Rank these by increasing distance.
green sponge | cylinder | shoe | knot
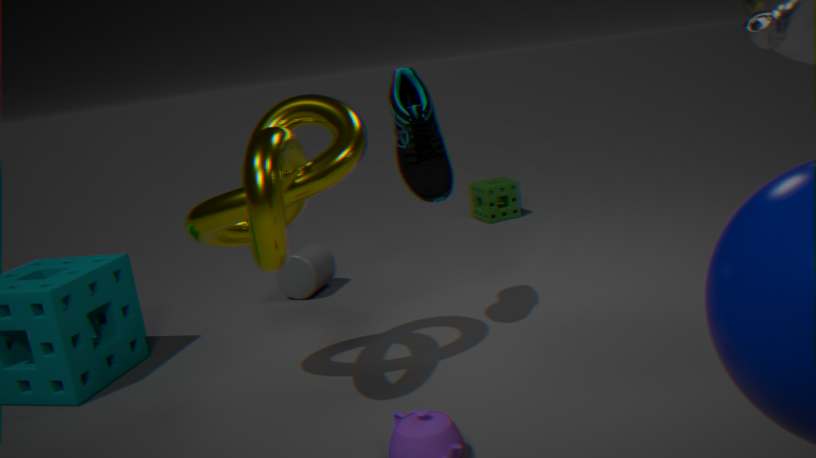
knot < shoe < cylinder < green sponge
